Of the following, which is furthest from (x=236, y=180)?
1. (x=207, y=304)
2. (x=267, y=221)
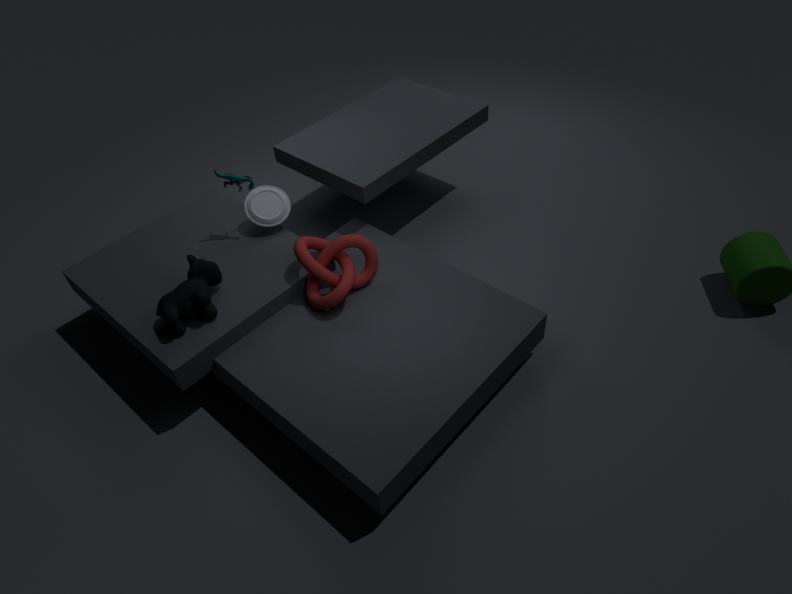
(x=207, y=304)
